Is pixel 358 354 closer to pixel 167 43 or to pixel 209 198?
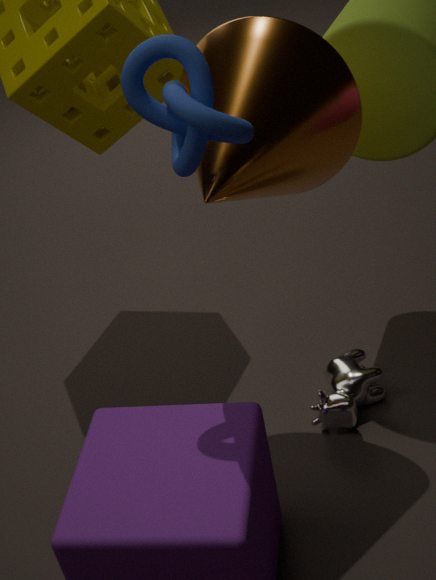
pixel 209 198
